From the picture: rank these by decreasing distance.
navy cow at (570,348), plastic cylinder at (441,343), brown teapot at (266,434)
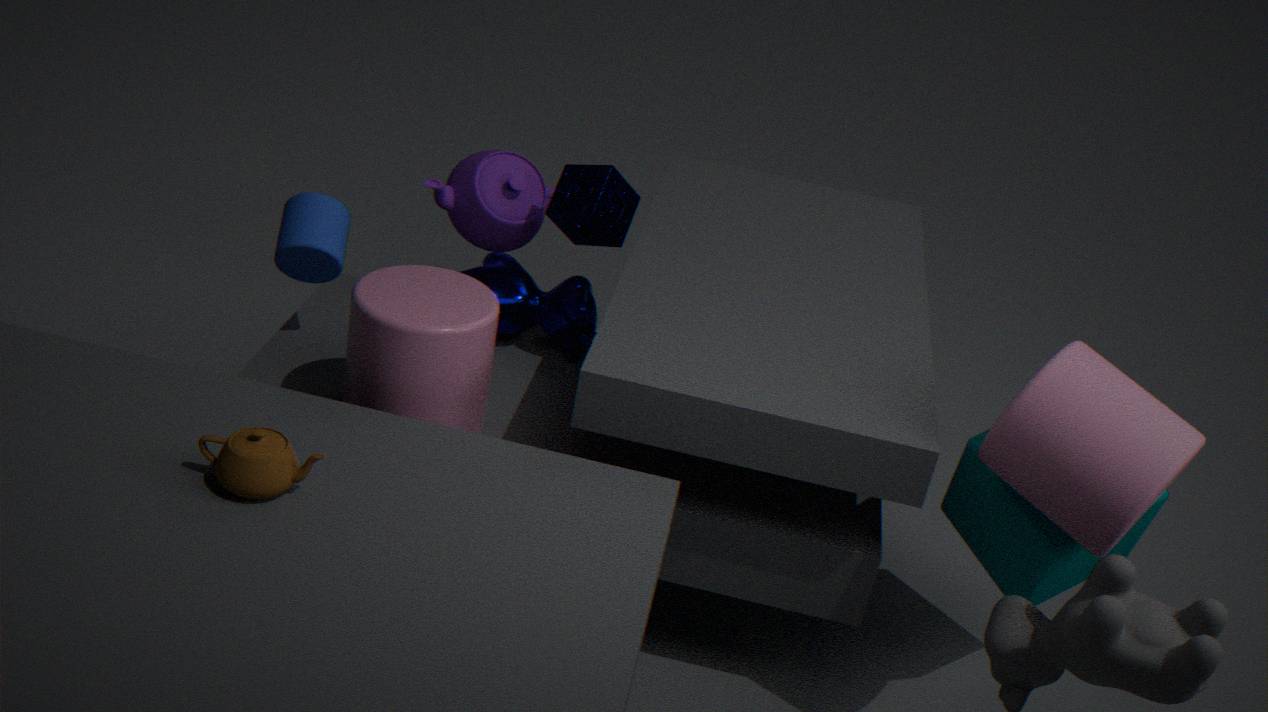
navy cow at (570,348) < plastic cylinder at (441,343) < brown teapot at (266,434)
